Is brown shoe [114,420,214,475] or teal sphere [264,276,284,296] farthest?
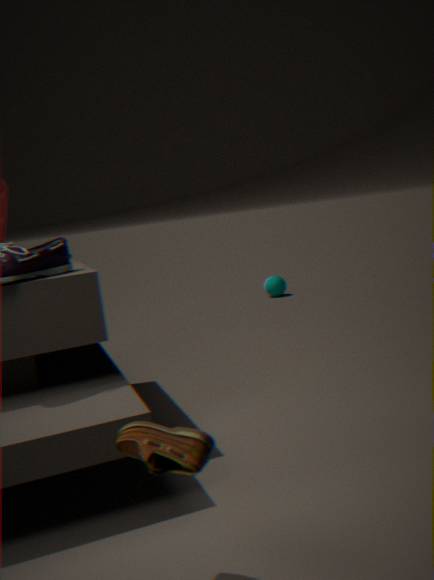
teal sphere [264,276,284,296]
